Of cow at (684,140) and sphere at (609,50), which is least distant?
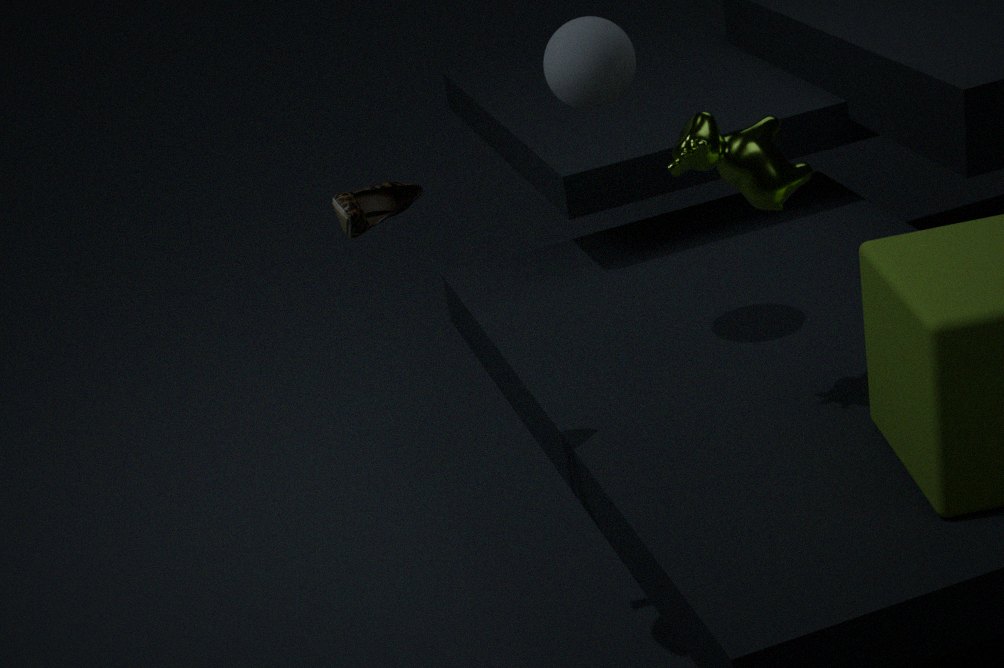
cow at (684,140)
